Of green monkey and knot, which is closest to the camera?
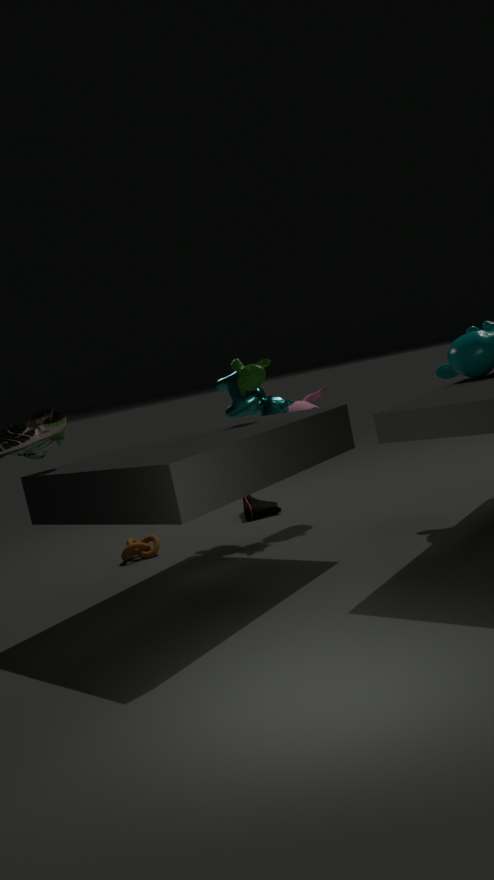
green monkey
